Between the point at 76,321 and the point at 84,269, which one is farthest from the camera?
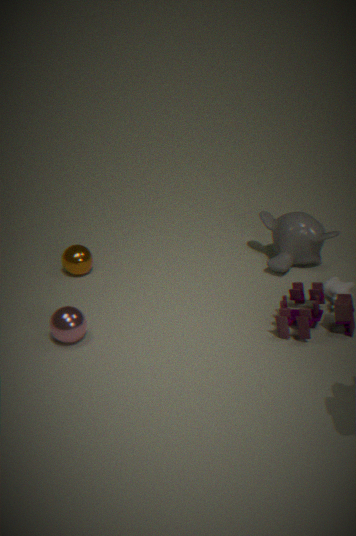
the point at 84,269
